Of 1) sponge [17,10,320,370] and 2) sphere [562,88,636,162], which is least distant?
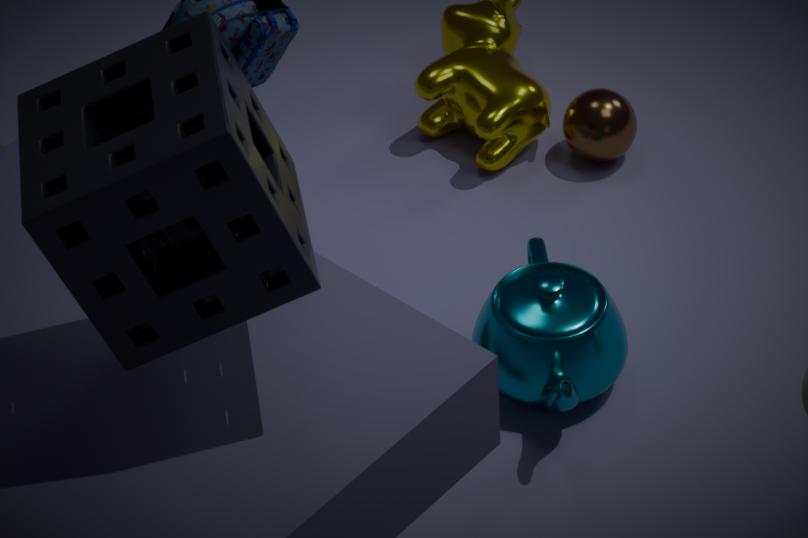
1. sponge [17,10,320,370]
